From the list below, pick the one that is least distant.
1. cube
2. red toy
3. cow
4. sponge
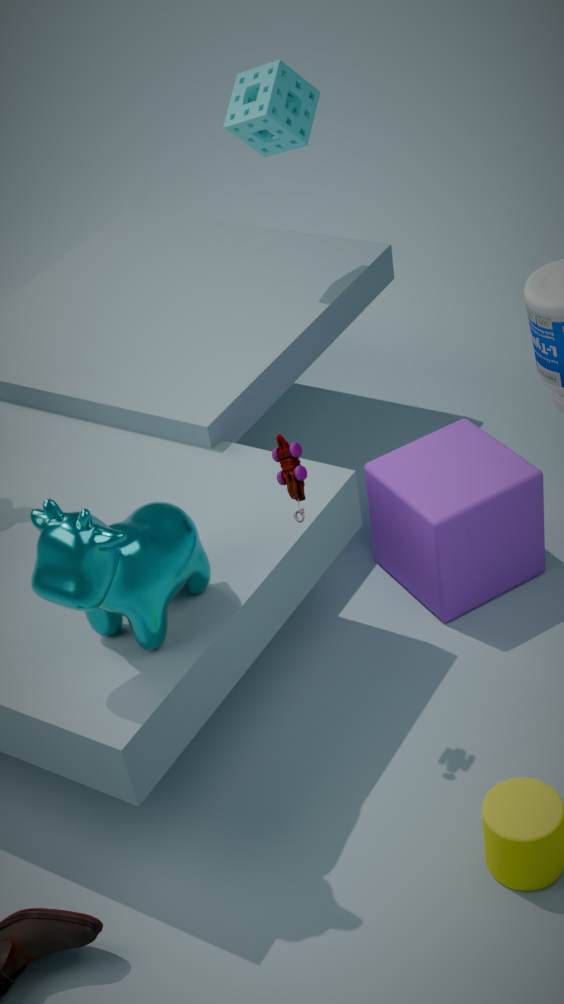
cow
